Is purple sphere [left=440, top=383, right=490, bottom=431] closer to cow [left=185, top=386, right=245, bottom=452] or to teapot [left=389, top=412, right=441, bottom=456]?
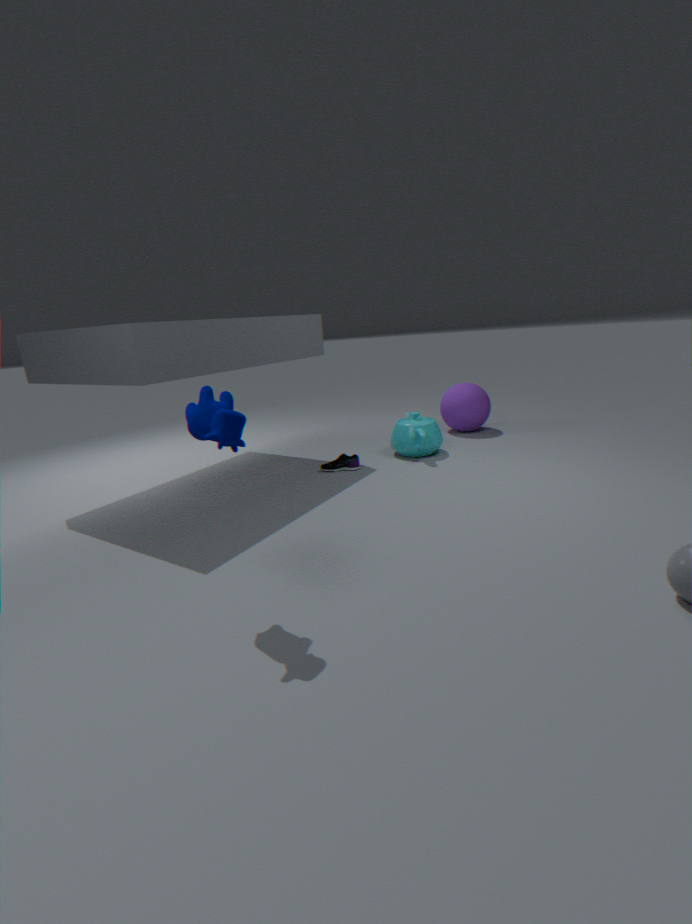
teapot [left=389, top=412, right=441, bottom=456]
